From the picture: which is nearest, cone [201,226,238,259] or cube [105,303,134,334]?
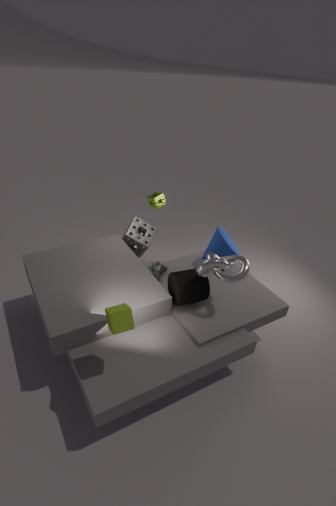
cube [105,303,134,334]
